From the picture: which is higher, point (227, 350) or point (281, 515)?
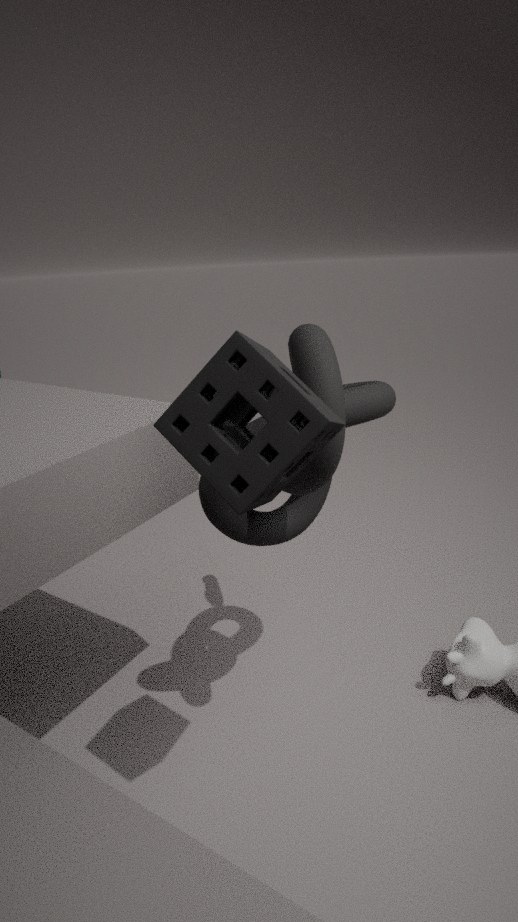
point (227, 350)
